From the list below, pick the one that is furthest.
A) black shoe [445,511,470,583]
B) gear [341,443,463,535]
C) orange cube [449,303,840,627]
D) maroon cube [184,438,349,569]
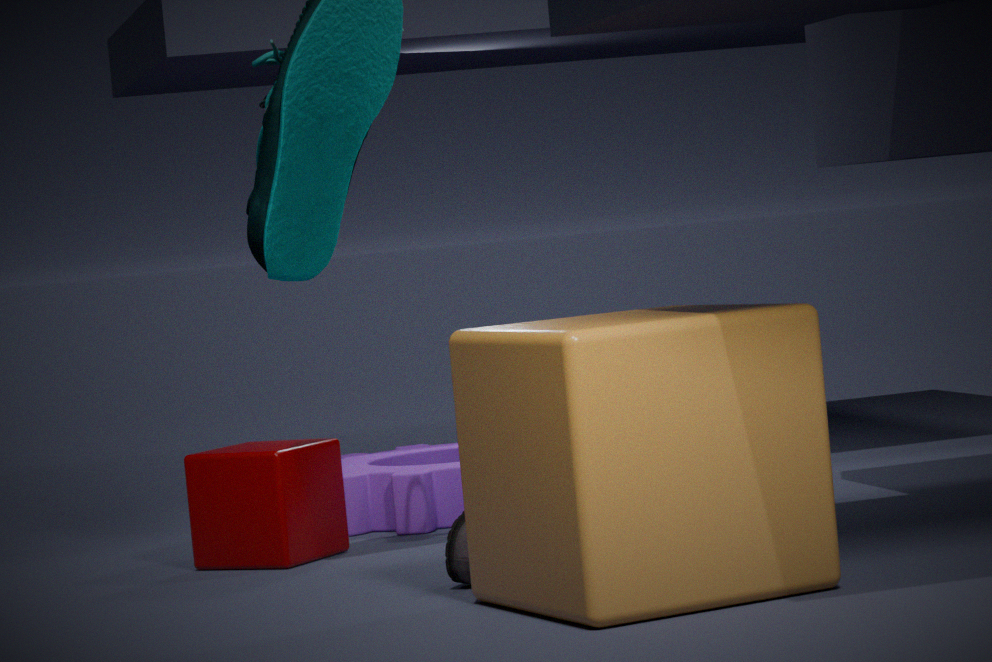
gear [341,443,463,535]
